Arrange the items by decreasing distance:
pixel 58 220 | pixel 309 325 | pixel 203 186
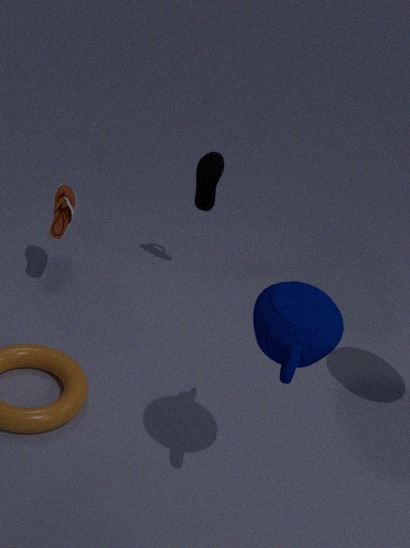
1. pixel 203 186
2. pixel 58 220
3. pixel 309 325
